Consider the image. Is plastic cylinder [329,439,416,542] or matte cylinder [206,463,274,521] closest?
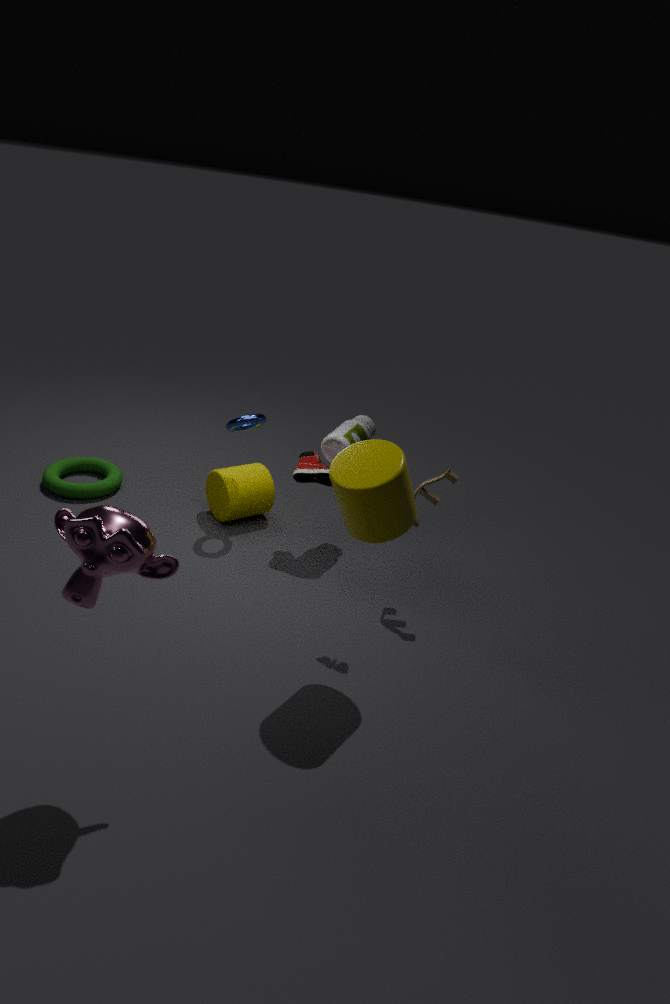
plastic cylinder [329,439,416,542]
